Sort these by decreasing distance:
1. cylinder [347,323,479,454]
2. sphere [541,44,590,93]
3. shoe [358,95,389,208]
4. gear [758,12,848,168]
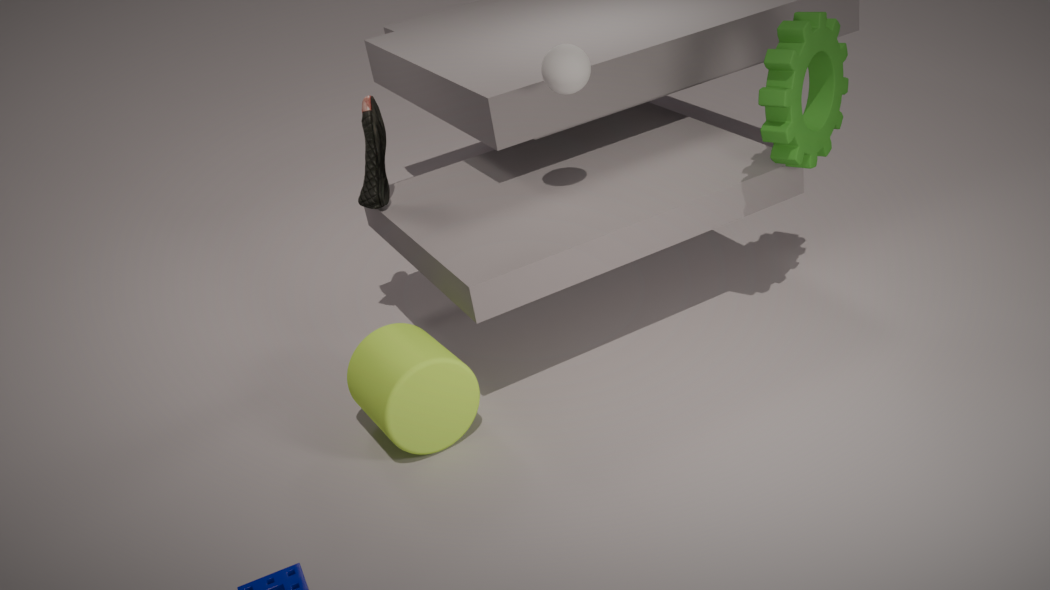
shoe [358,95,389,208], sphere [541,44,590,93], gear [758,12,848,168], cylinder [347,323,479,454]
